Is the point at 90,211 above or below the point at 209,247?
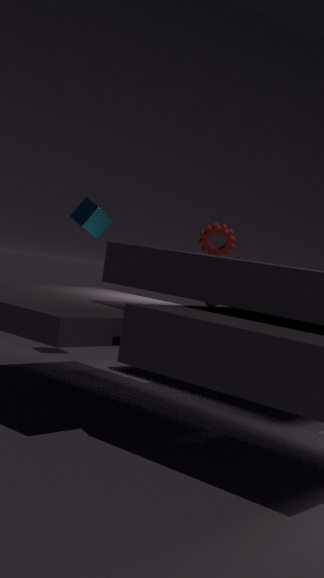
above
